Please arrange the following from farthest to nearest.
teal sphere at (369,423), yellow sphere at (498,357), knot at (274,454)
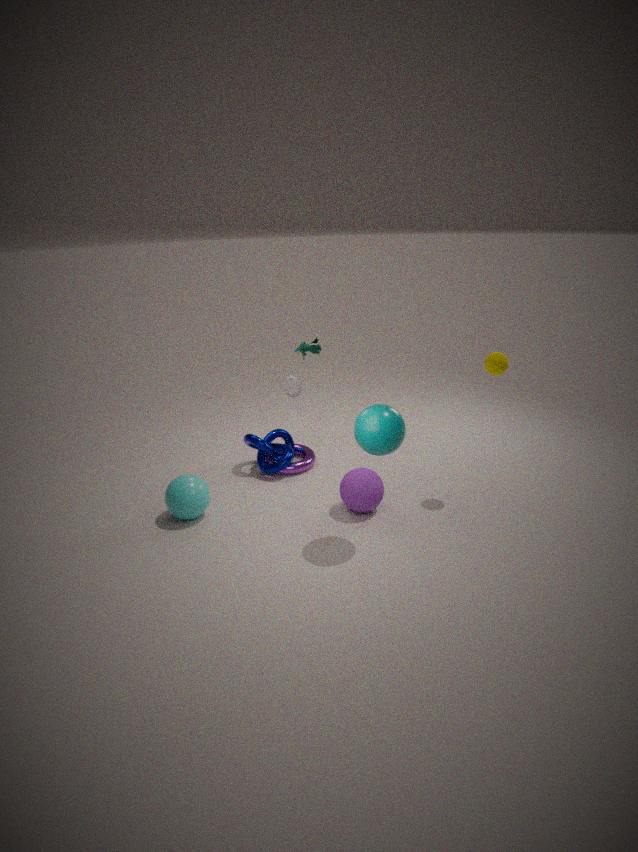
knot at (274,454)
yellow sphere at (498,357)
teal sphere at (369,423)
